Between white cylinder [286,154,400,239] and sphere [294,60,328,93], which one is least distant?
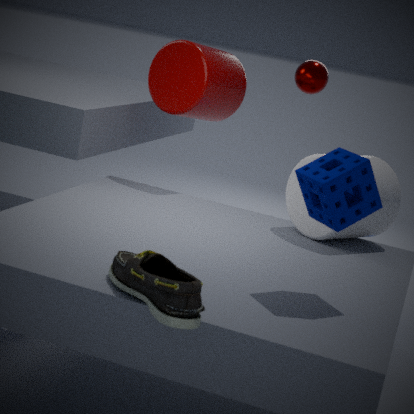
white cylinder [286,154,400,239]
